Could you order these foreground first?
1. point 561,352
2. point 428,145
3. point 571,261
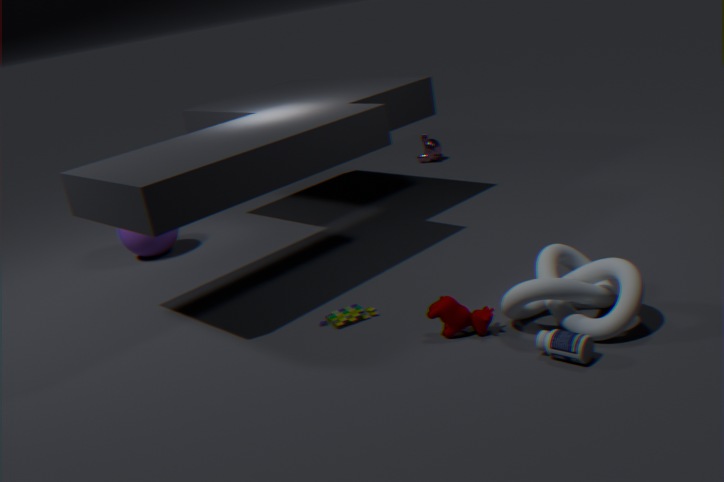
1. point 561,352
2. point 571,261
3. point 428,145
